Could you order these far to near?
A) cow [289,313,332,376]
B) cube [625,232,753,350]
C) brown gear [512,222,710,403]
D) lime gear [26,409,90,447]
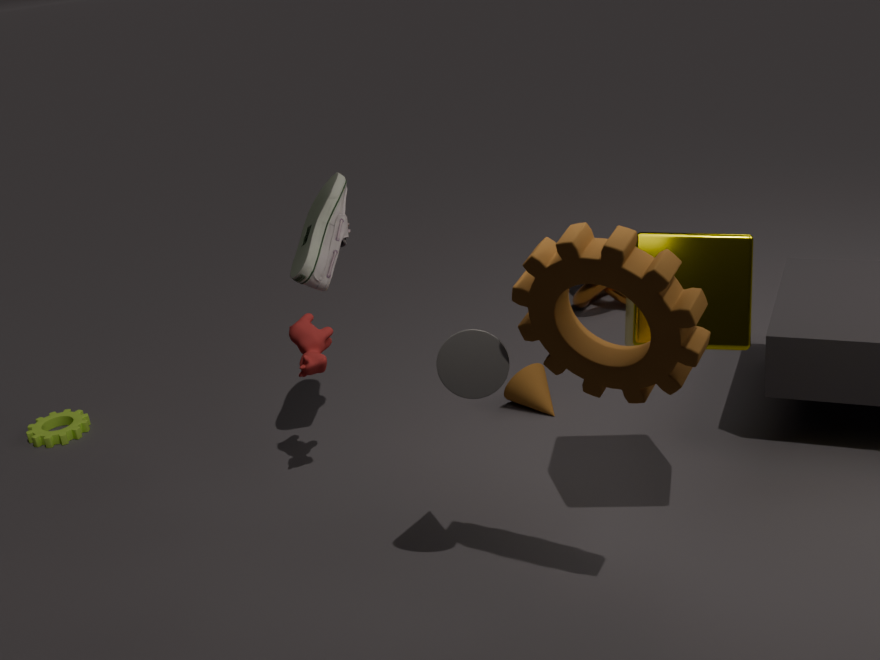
lime gear [26,409,90,447]
cow [289,313,332,376]
cube [625,232,753,350]
brown gear [512,222,710,403]
